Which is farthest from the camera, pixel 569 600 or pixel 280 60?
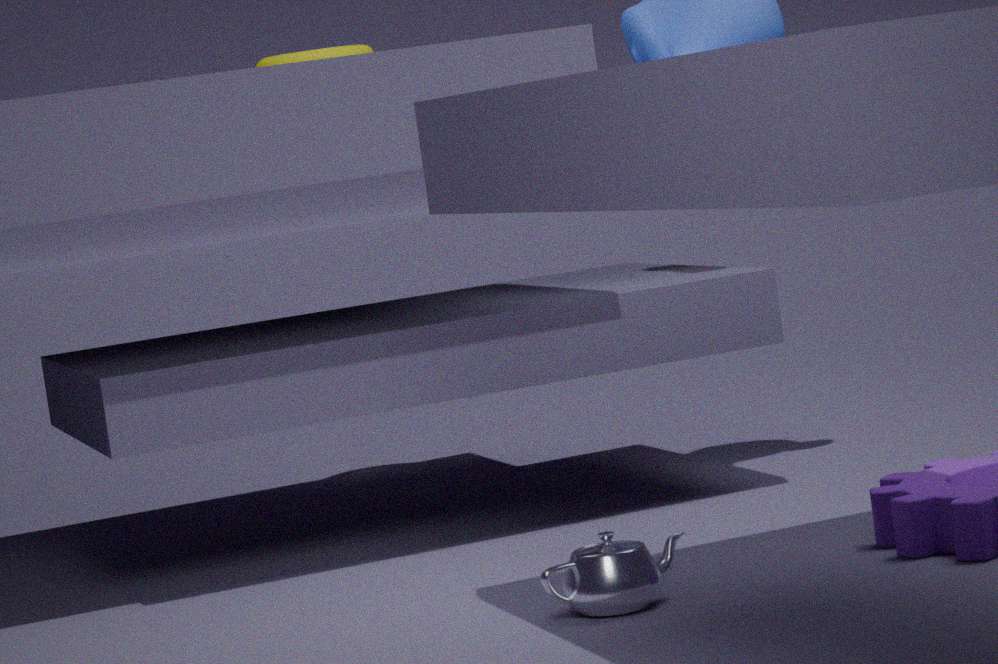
pixel 280 60
